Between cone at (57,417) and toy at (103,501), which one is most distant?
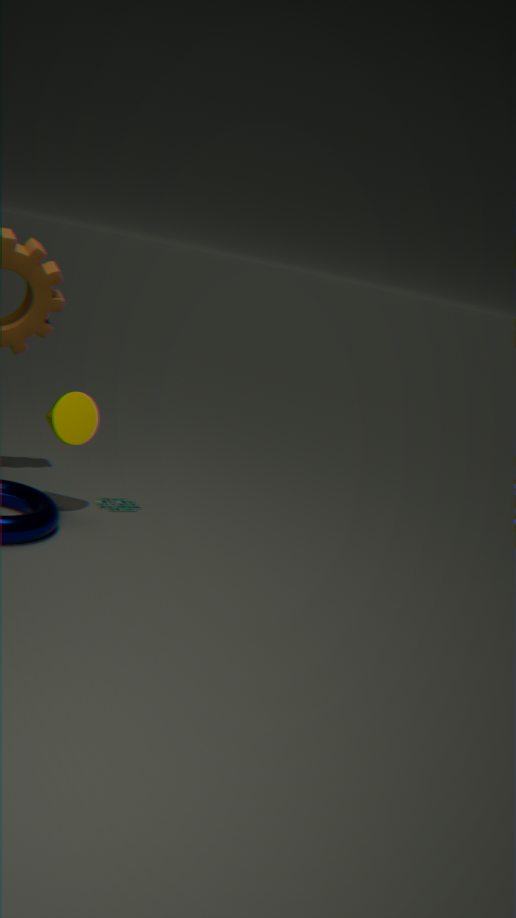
toy at (103,501)
